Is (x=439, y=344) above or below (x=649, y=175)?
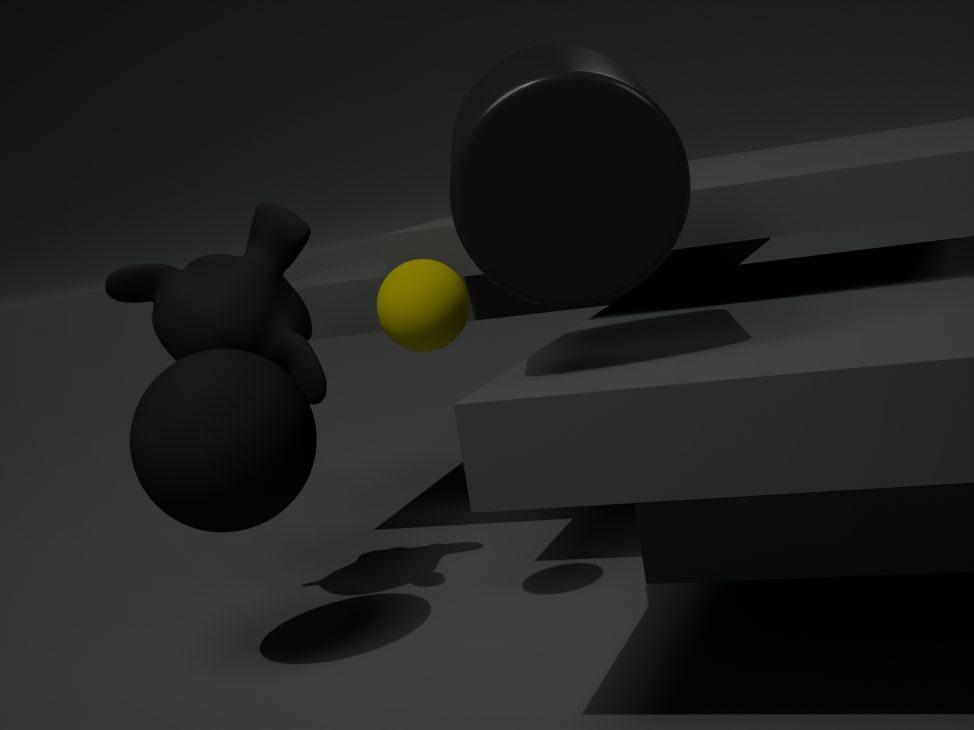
below
